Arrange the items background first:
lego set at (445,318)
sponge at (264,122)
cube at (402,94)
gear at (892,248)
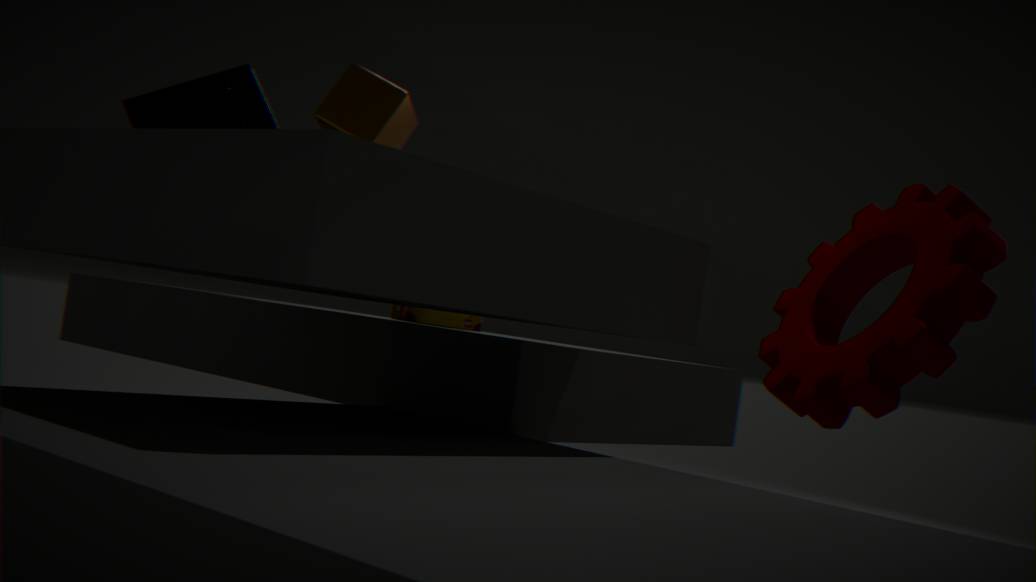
sponge at (264,122)
cube at (402,94)
lego set at (445,318)
gear at (892,248)
